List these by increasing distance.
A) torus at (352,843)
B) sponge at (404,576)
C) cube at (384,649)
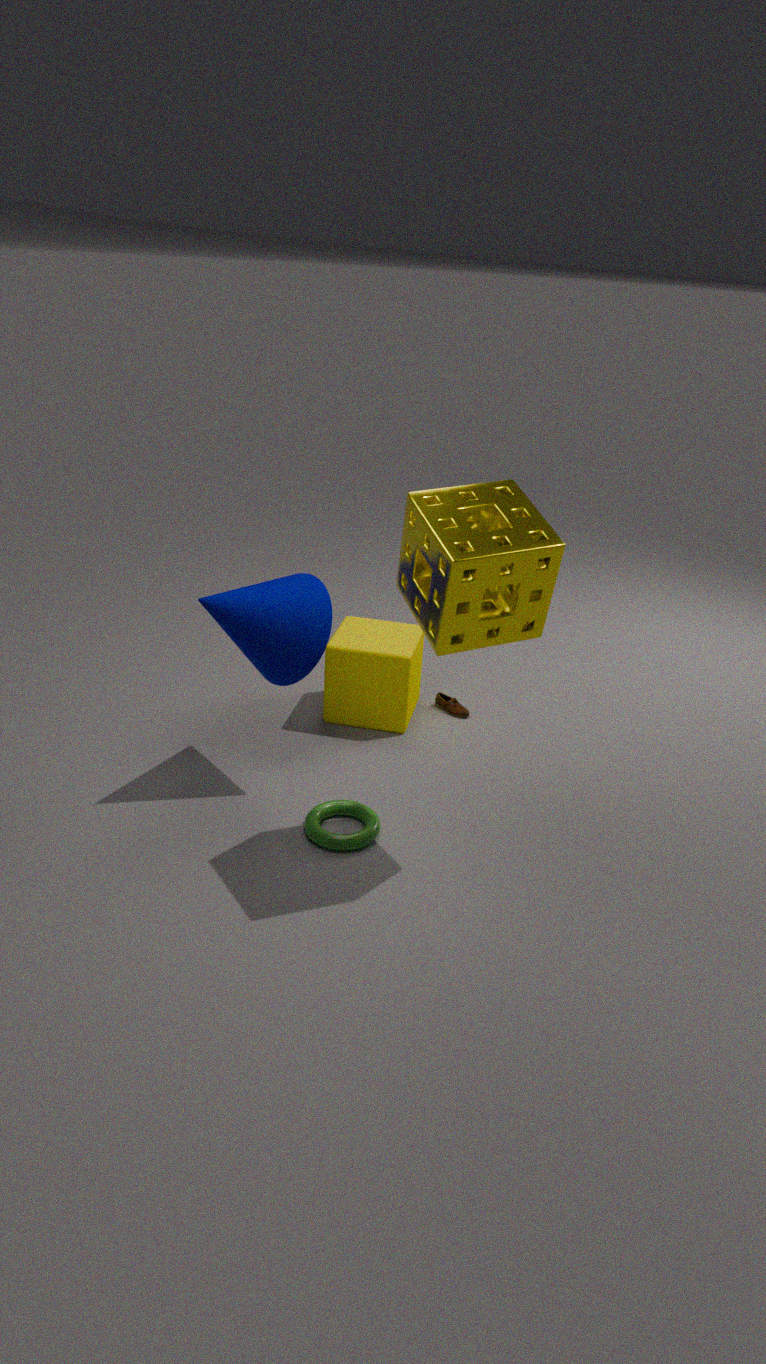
sponge at (404,576) → torus at (352,843) → cube at (384,649)
